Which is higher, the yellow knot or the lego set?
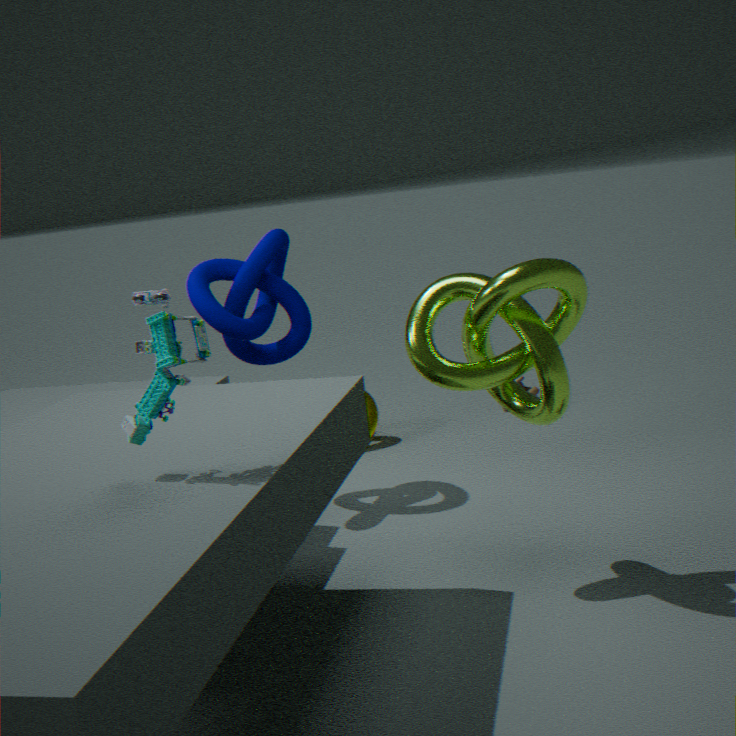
the lego set
